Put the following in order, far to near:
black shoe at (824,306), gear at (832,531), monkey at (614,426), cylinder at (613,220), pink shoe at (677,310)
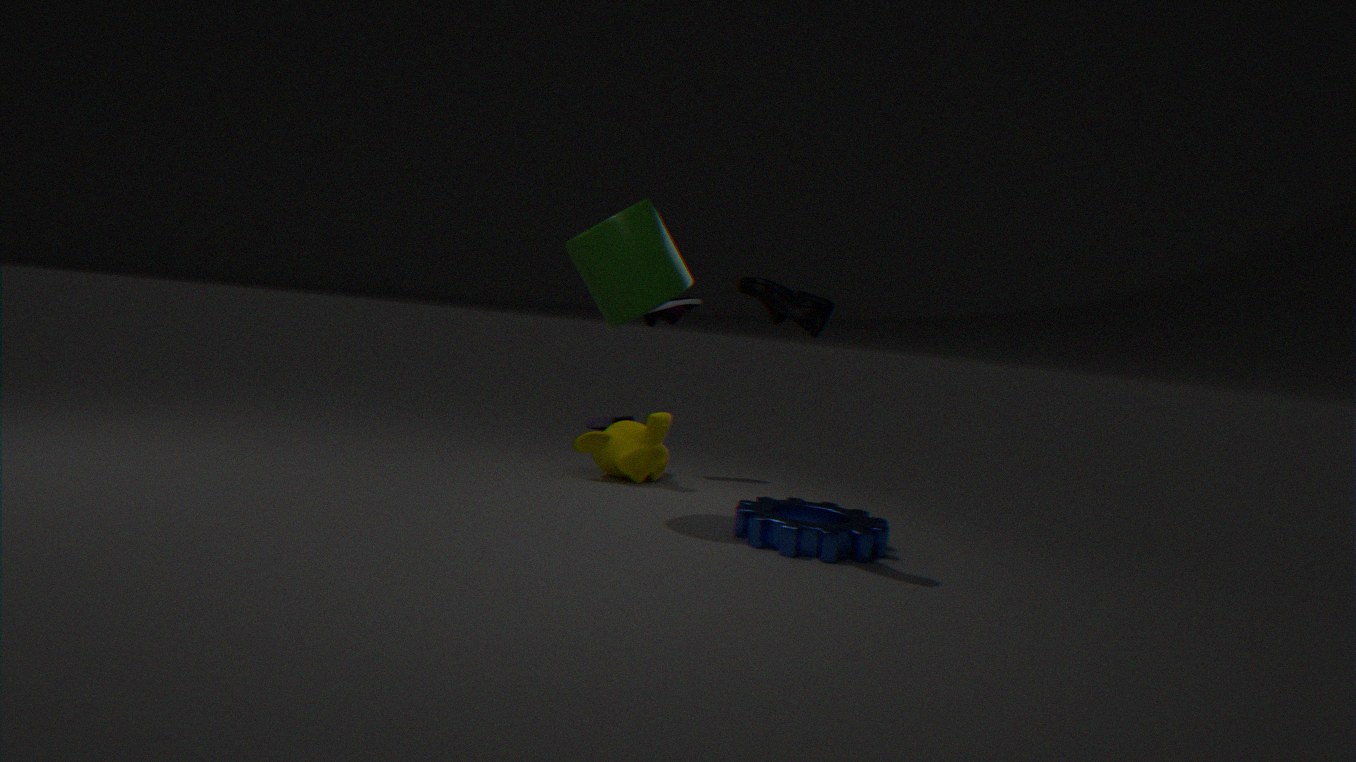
pink shoe at (677,310) → monkey at (614,426) → cylinder at (613,220) → gear at (832,531) → black shoe at (824,306)
